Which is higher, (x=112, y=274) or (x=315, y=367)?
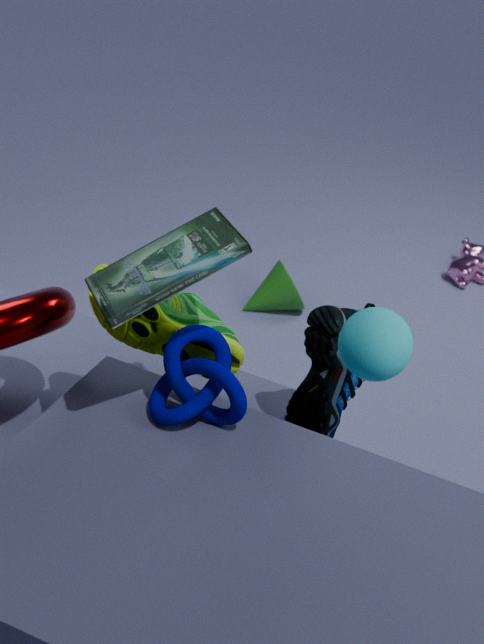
(x=112, y=274)
